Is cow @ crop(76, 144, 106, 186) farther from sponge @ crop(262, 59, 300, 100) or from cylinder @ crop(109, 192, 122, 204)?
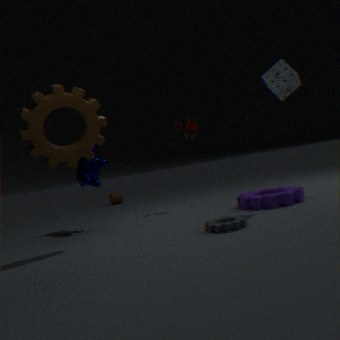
cylinder @ crop(109, 192, 122, 204)
